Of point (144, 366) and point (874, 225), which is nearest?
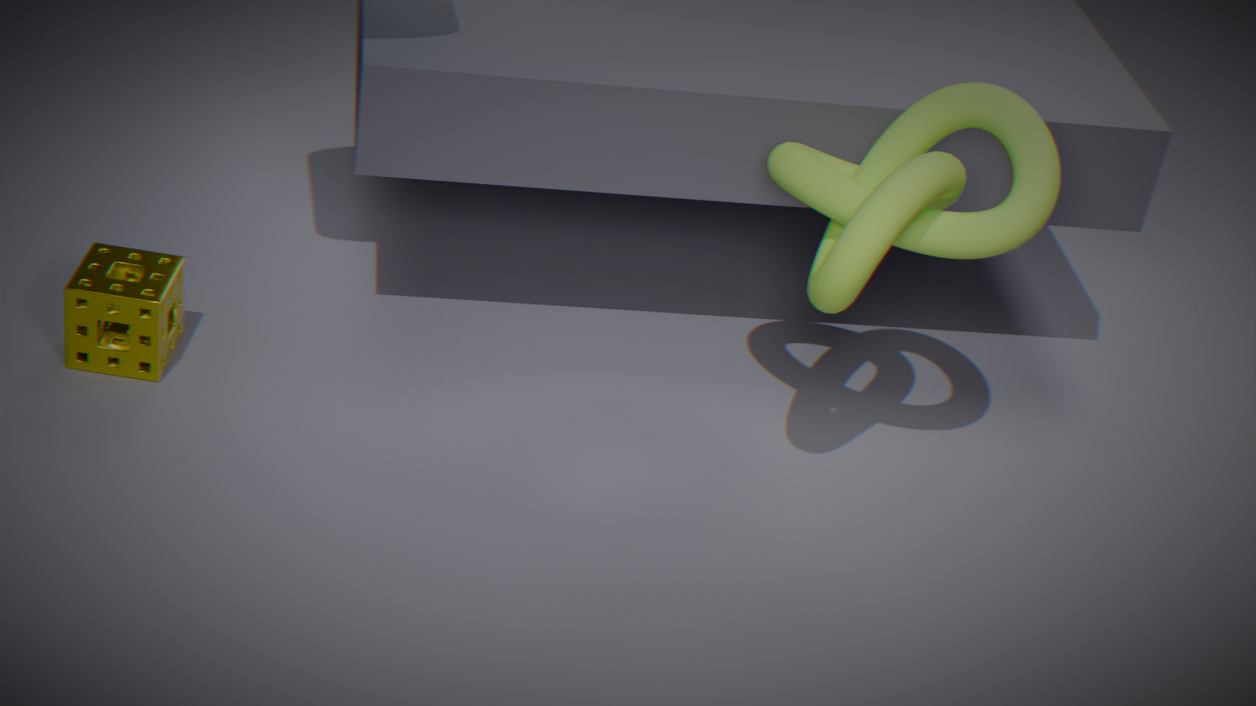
point (874, 225)
